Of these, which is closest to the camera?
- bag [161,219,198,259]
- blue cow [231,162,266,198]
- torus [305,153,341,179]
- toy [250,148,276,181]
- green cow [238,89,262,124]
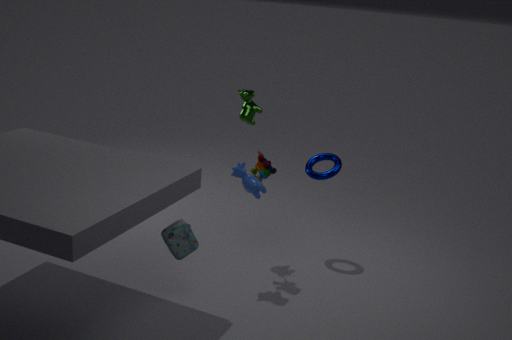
bag [161,219,198,259]
